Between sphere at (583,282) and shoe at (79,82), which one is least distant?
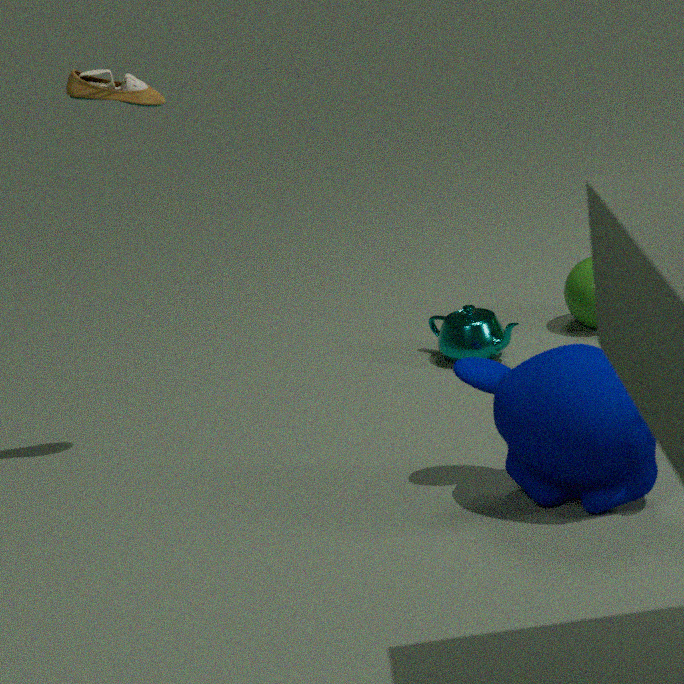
shoe at (79,82)
